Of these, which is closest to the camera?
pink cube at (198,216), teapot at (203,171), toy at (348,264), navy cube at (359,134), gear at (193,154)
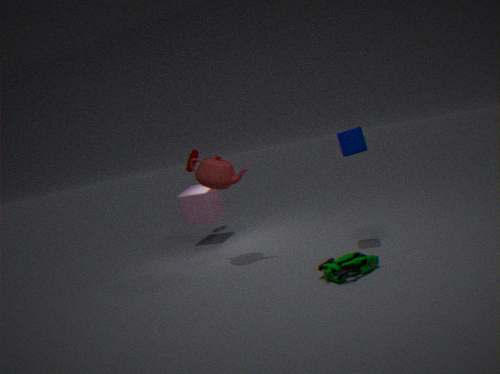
toy at (348,264)
